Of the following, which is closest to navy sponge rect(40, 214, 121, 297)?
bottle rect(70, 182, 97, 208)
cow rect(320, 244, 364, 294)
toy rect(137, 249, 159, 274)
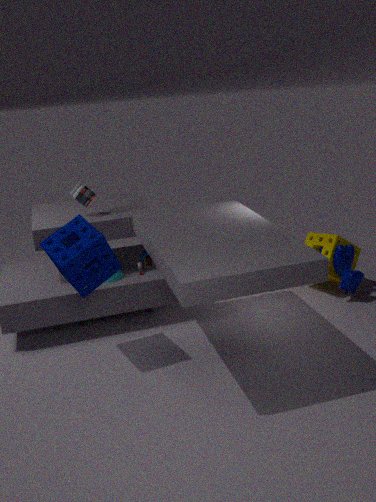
toy rect(137, 249, 159, 274)
